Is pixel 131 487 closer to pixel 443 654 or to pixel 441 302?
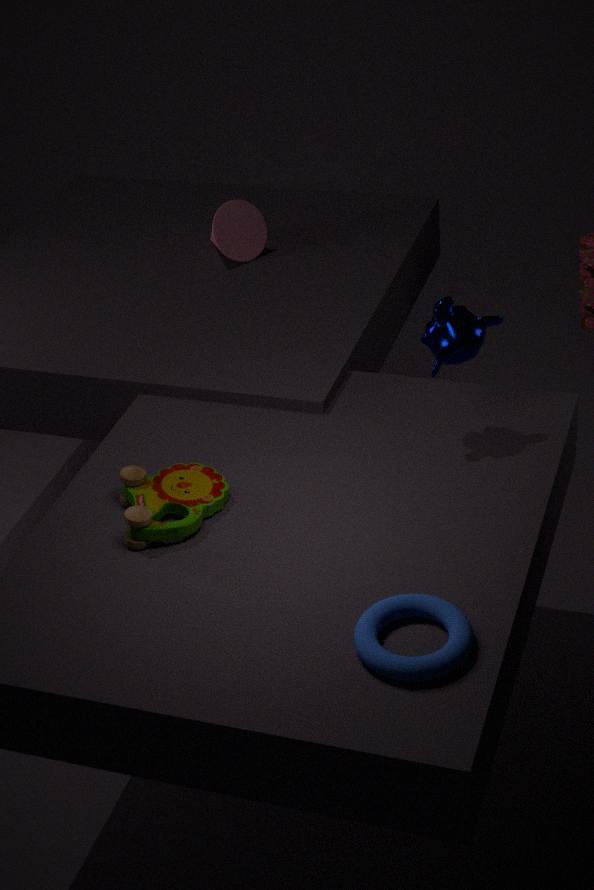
pixel 443 654
